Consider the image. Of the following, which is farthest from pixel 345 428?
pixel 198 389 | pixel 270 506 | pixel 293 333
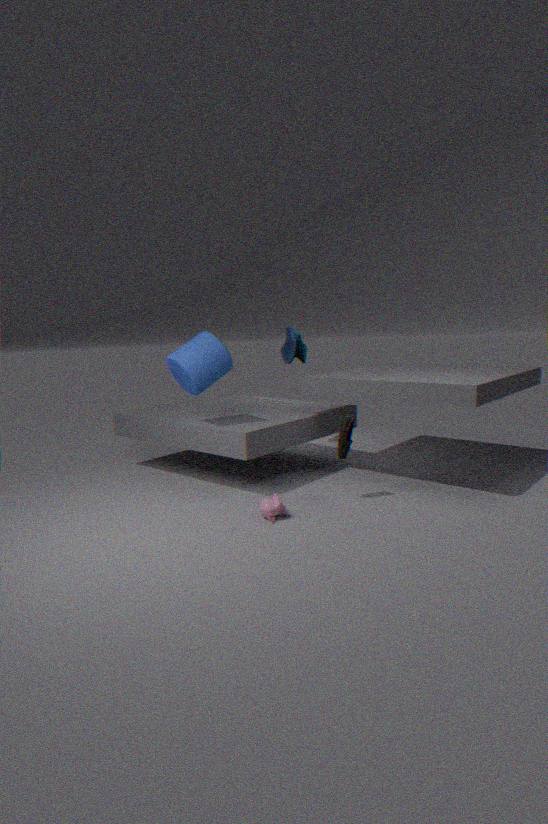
pixel 293 333
